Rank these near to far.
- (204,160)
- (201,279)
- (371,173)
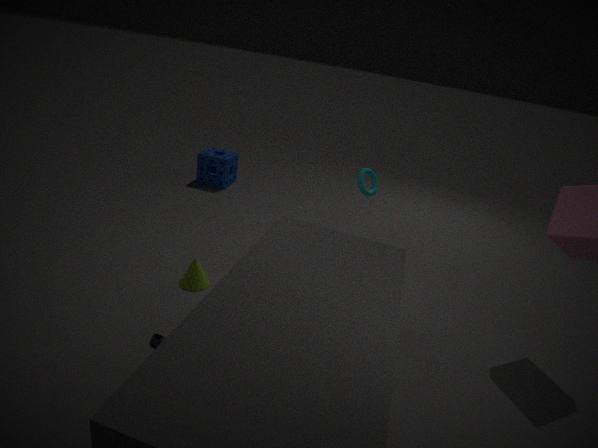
(201,279)
(371,173)
(204,160)
